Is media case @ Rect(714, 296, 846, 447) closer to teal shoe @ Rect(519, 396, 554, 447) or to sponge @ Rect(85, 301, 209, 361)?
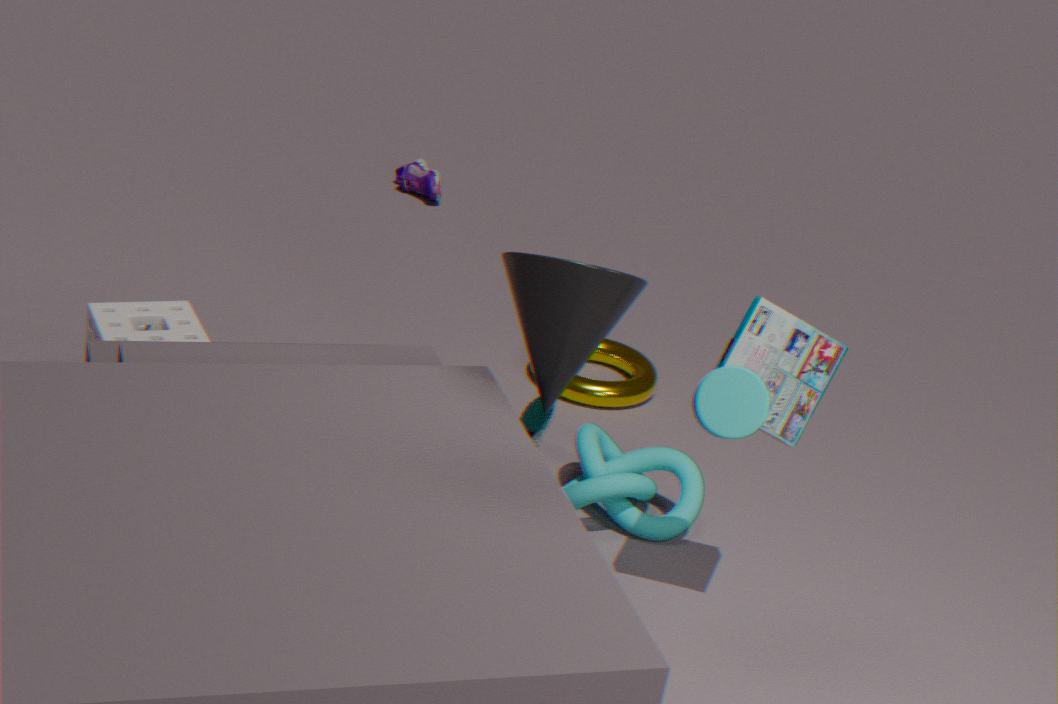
teal shoe @ Rect(519, 396, 554, 447)
